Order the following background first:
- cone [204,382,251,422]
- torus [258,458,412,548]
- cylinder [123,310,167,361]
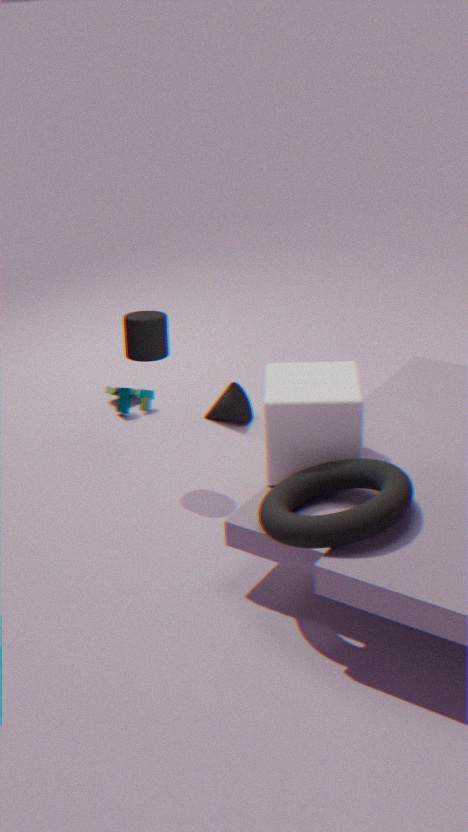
1. cone [204,382,251,422]
2. cylinder [123,310,167,361]
3. torus [258,458,412,548]
